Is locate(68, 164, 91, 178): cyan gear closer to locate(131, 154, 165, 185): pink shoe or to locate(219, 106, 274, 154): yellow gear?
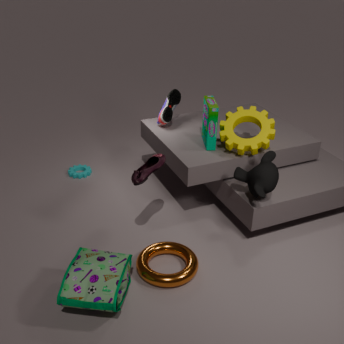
locate(131, 154, 165, 185): pink shoe
